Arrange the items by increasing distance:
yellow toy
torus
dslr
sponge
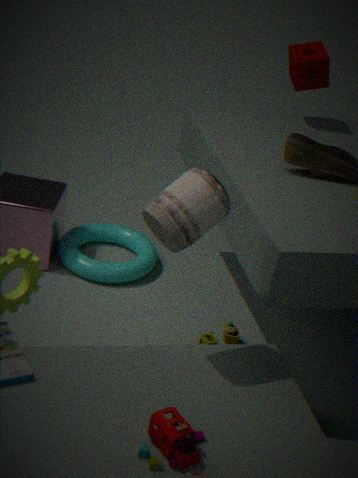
1. dslr
2. yellow toy
3. torus
4. sponge
